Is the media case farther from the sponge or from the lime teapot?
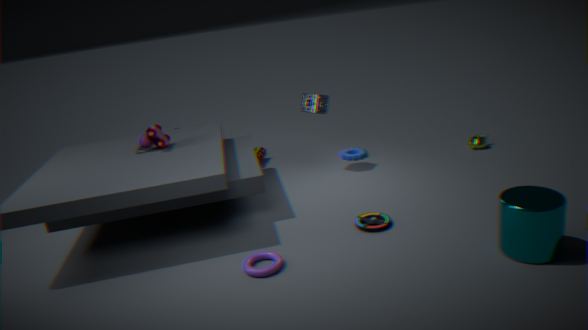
the lime teapot
